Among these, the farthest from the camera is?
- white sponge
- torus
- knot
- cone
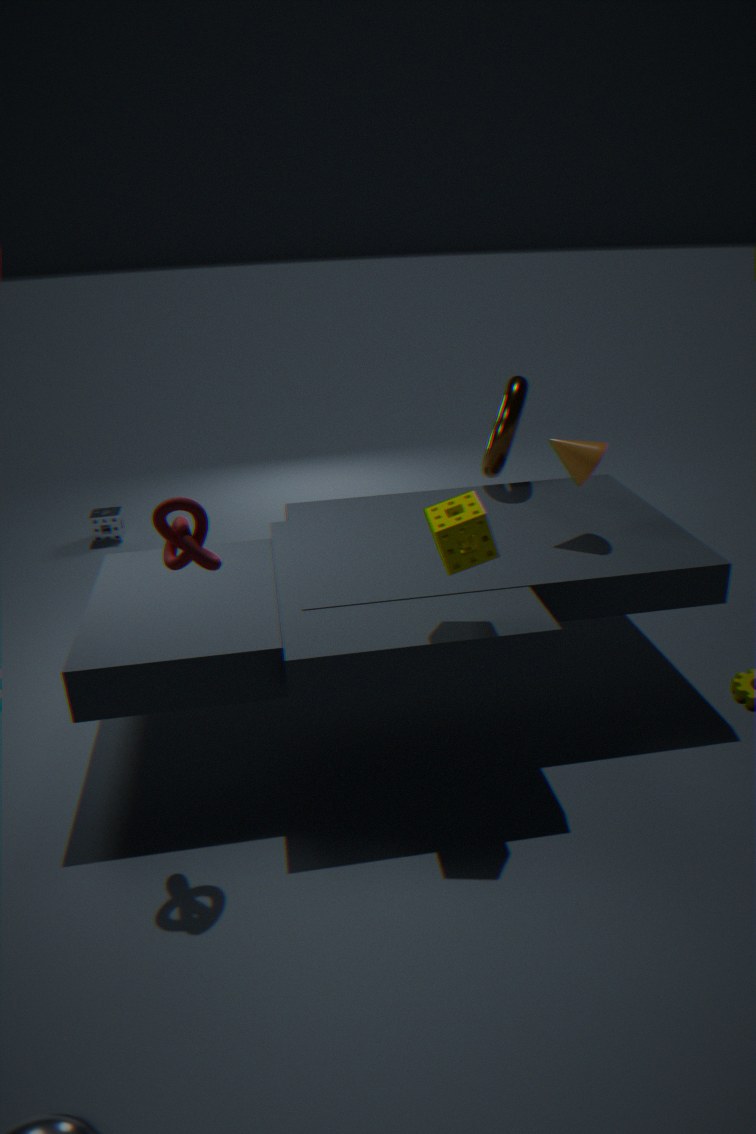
white sponge
